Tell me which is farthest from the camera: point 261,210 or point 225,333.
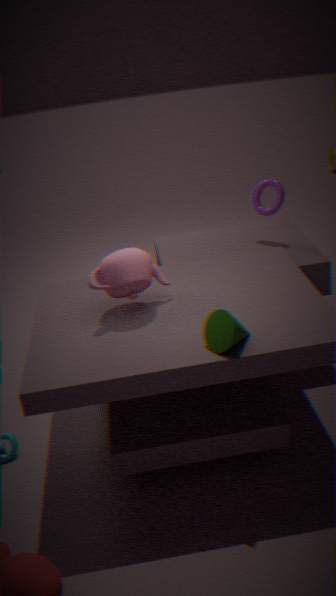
point 261,210
